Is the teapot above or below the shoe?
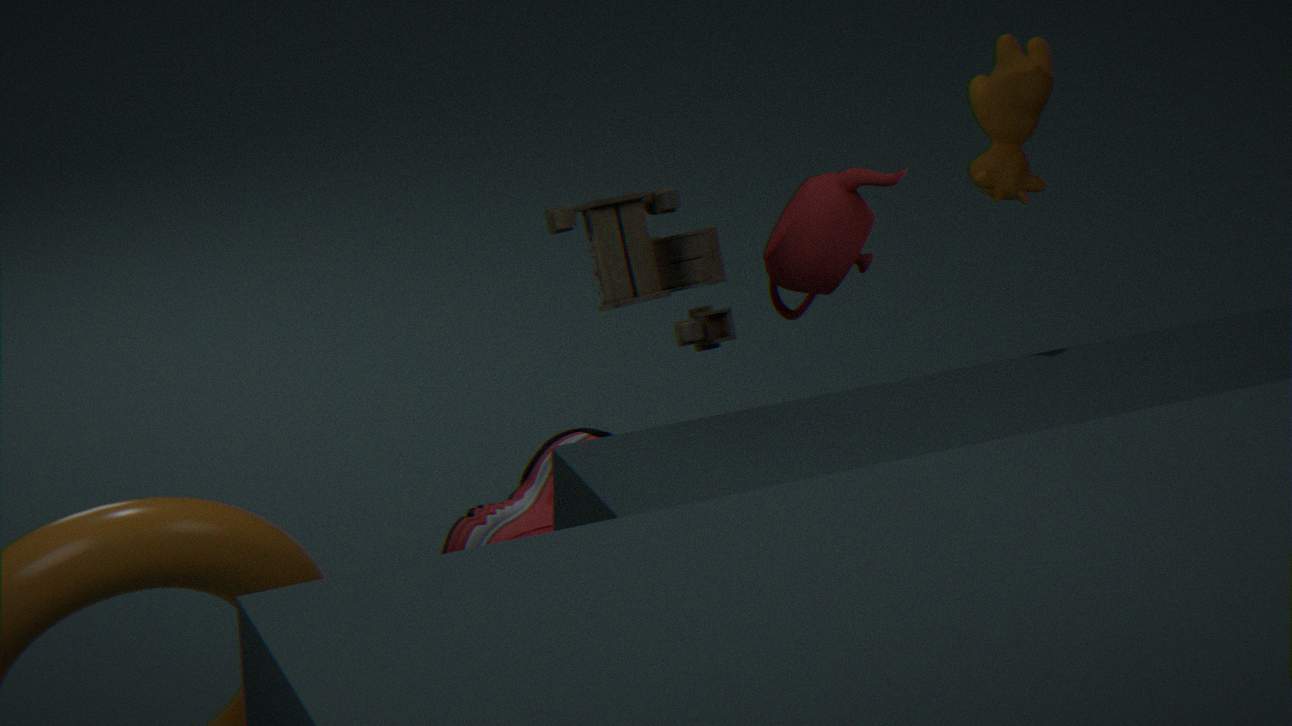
above
